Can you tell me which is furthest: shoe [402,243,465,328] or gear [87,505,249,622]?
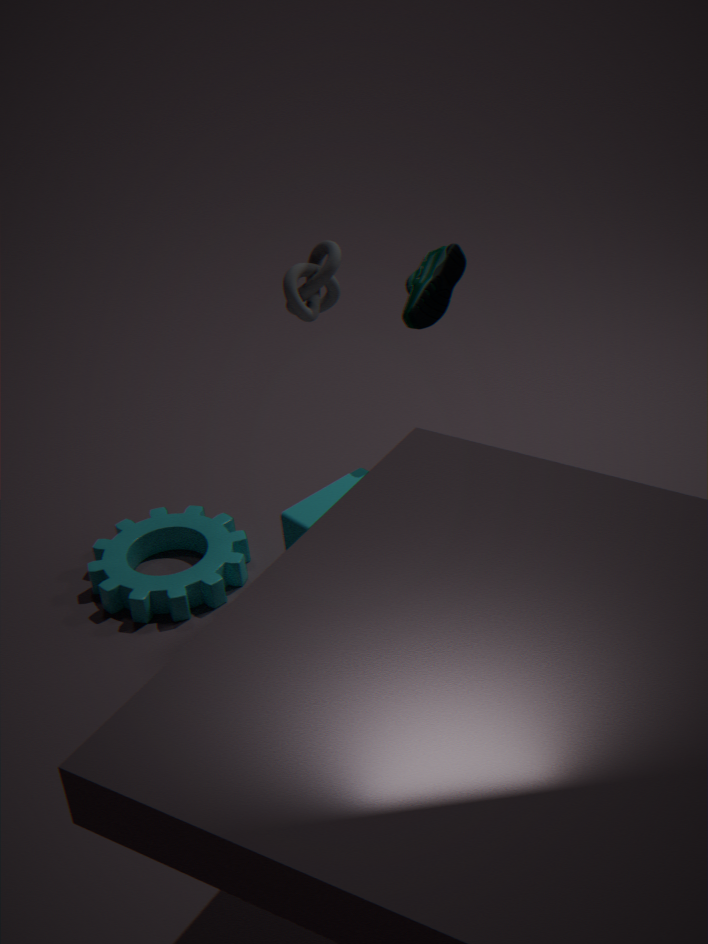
gear [87,505,249,622]
